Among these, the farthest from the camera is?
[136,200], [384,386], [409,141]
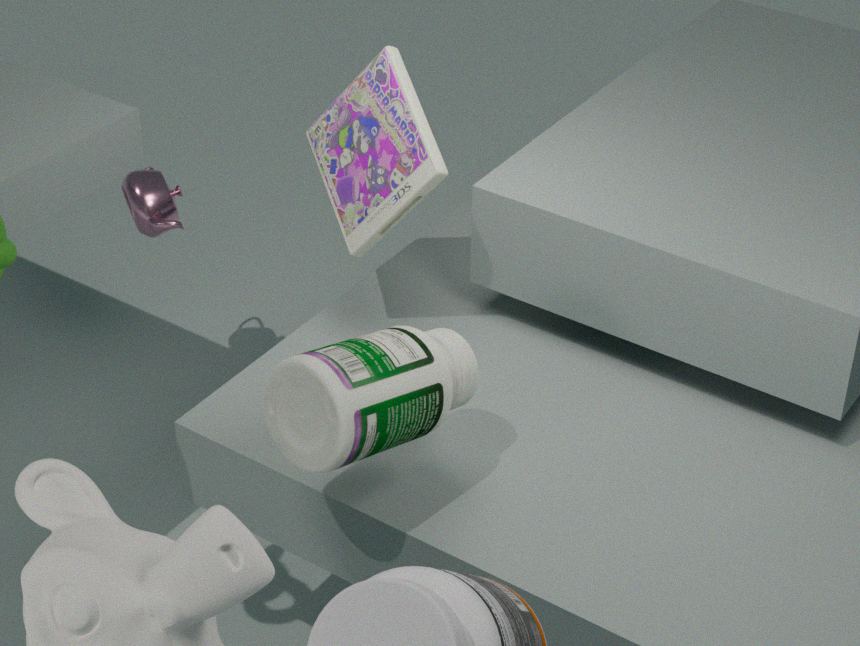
[136,200]
